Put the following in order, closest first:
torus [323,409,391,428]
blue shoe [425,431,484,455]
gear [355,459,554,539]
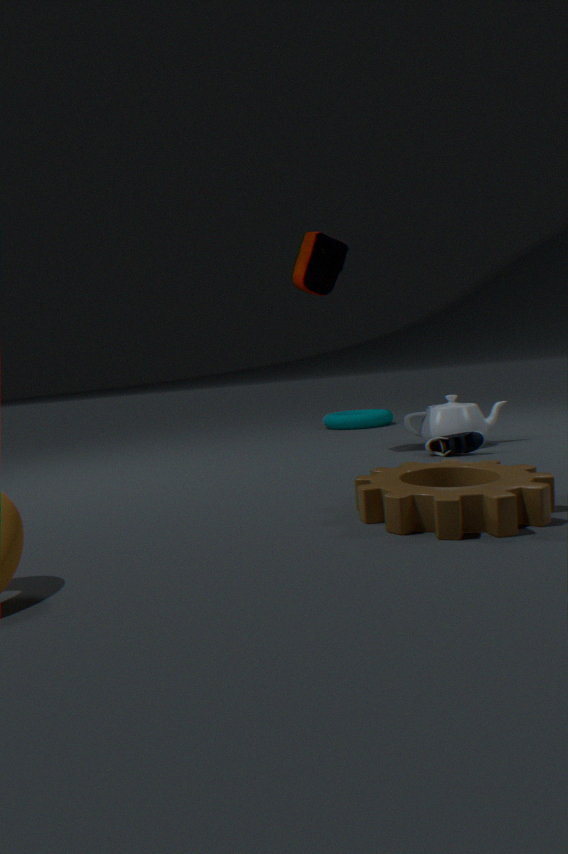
gear [355,459,554,539] → blue shoe [425,431,484,455] → torus [323,409,391,428]
